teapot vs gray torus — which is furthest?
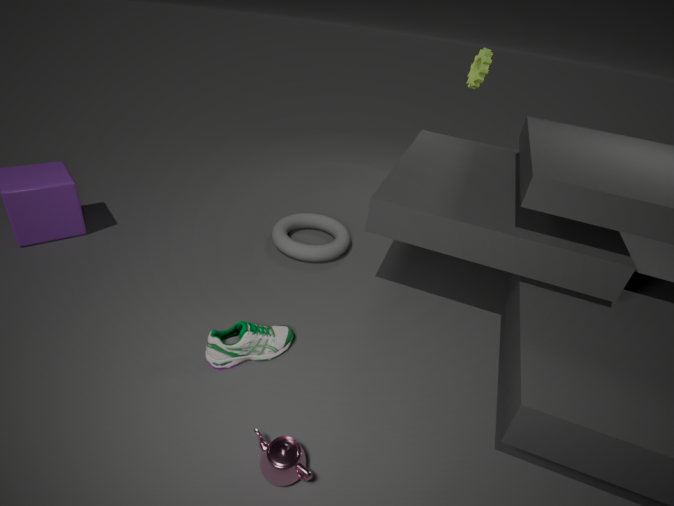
gray torus
